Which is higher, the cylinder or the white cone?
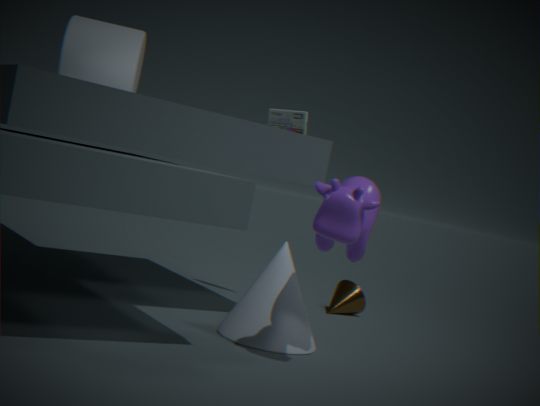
the cylinder
